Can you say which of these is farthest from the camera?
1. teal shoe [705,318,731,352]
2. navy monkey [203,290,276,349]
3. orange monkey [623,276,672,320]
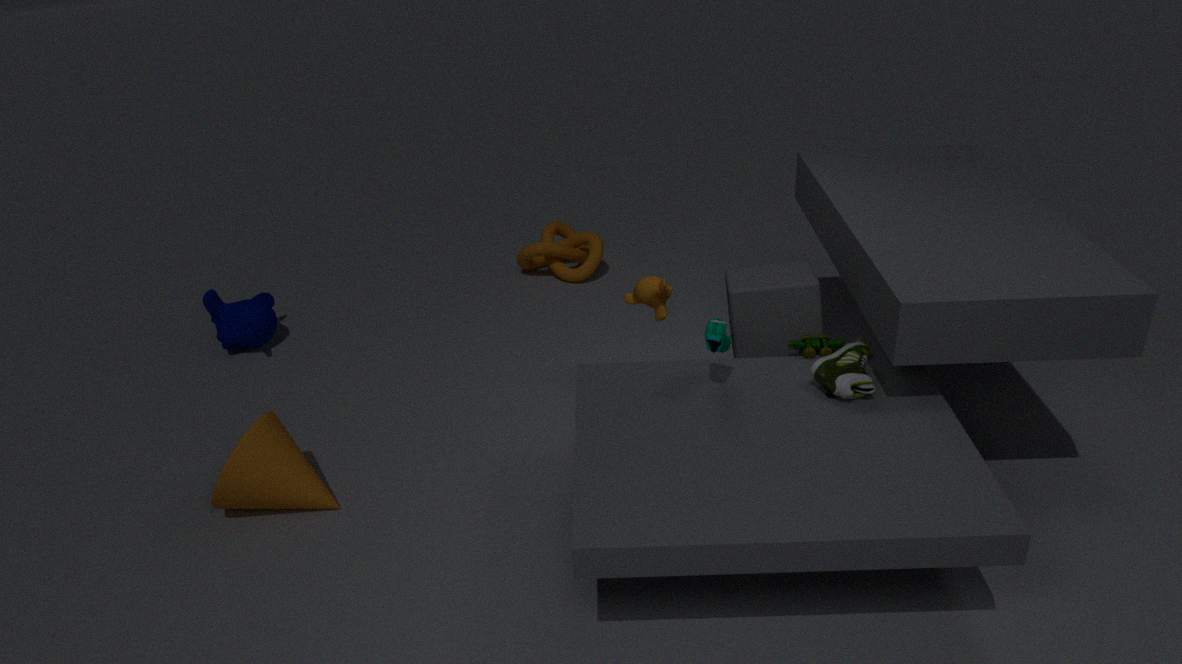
navy monkey [203,290,276,349]
